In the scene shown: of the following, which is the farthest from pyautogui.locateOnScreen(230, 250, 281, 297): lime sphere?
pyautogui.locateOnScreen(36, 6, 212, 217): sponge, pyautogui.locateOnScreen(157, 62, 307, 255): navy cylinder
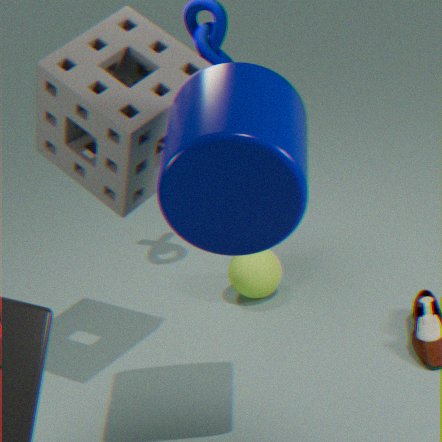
pyautogui.locateOnScreen(157, 62, 307, 255): navy cylinder
